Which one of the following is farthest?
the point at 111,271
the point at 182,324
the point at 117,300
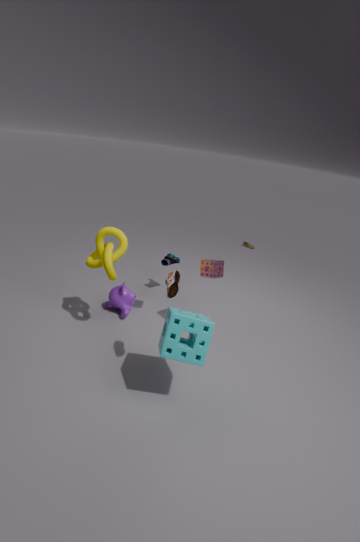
the point at 117,300
